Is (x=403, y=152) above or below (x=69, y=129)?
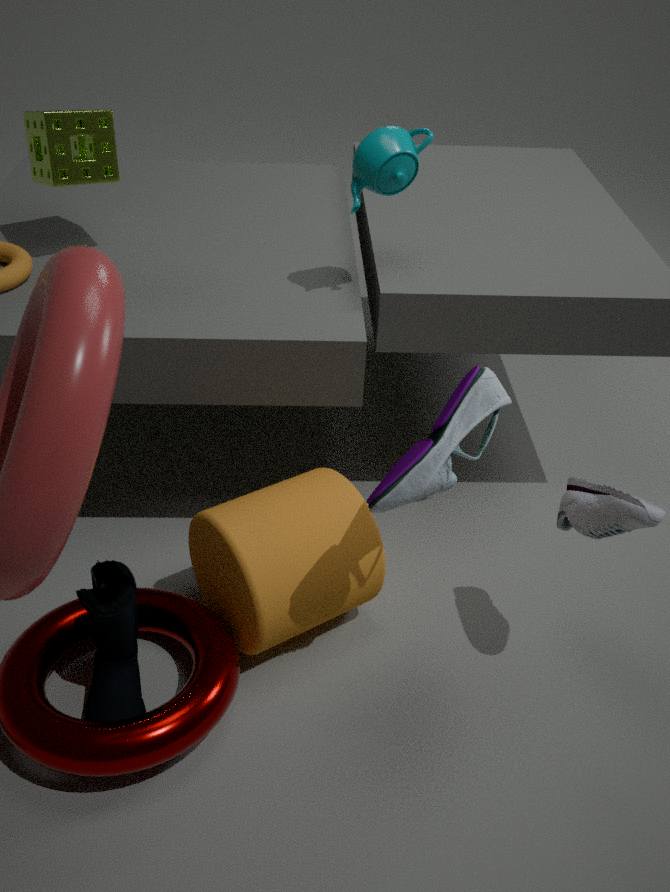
above
